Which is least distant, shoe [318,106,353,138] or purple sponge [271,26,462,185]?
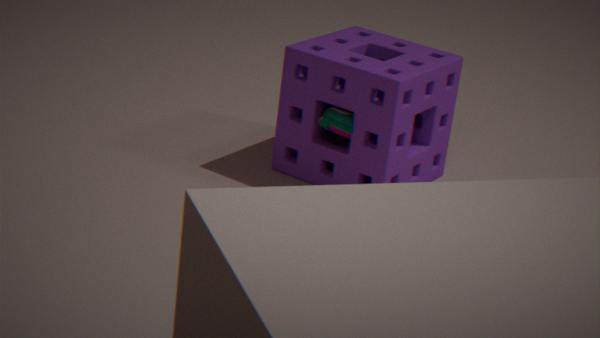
purple sponge [271,26,462,185]
